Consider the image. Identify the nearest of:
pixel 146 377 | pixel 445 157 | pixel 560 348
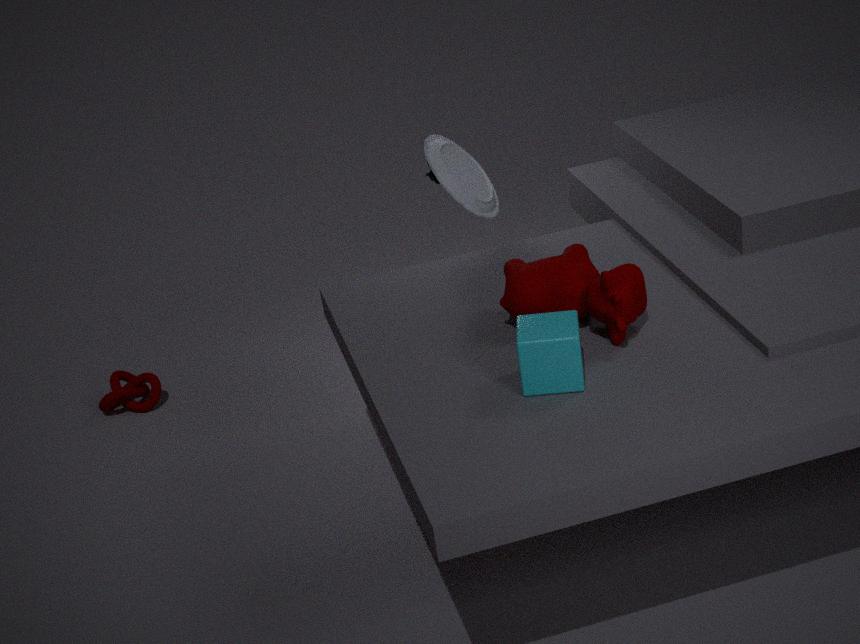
pixel 560 348
